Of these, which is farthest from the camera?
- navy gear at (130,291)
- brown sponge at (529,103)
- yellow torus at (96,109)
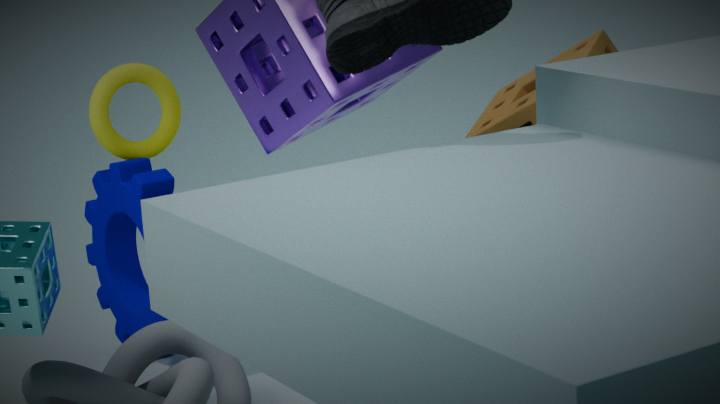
yellow torus at (96,109)
